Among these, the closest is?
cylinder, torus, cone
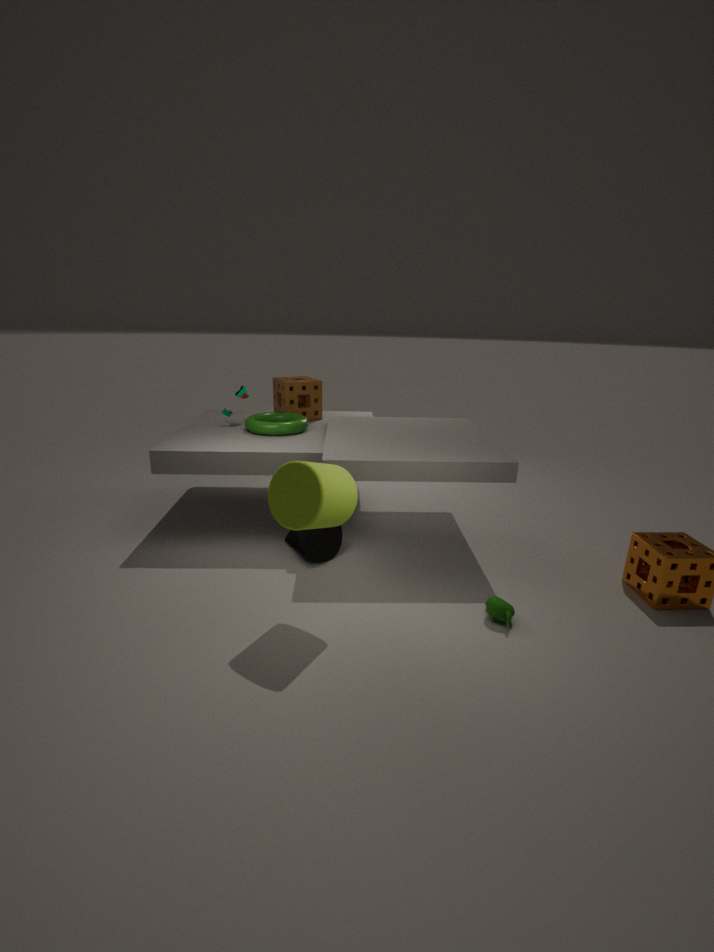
cylinder
